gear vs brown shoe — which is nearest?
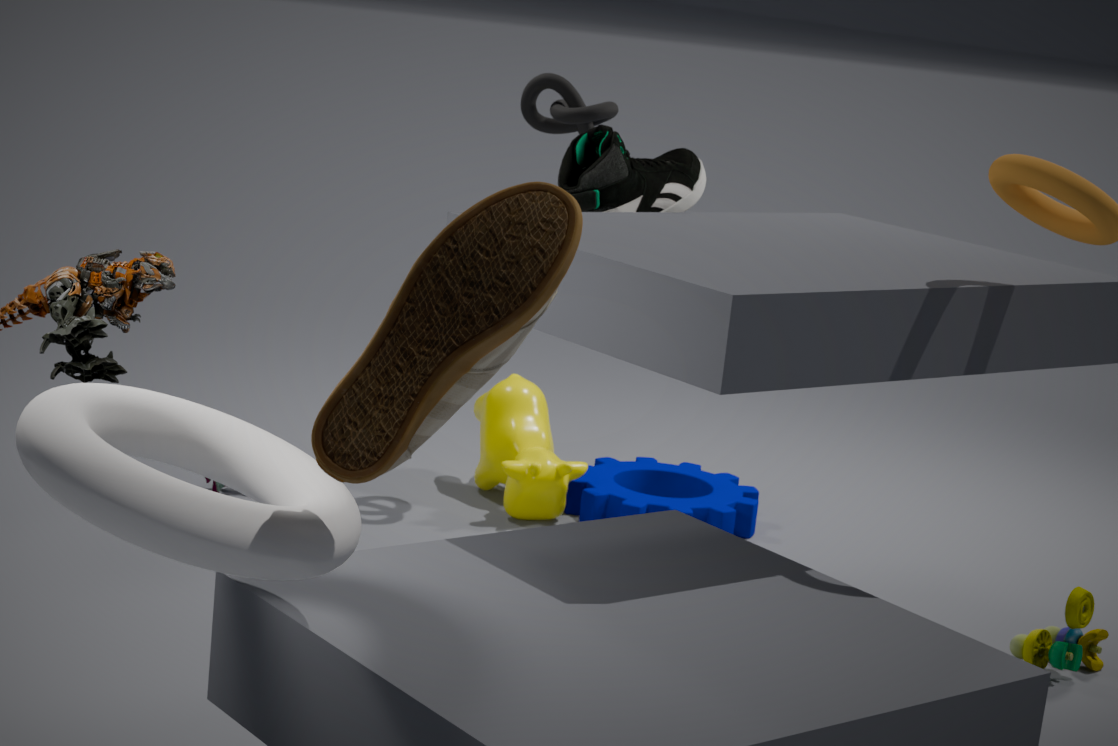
brown shoe
